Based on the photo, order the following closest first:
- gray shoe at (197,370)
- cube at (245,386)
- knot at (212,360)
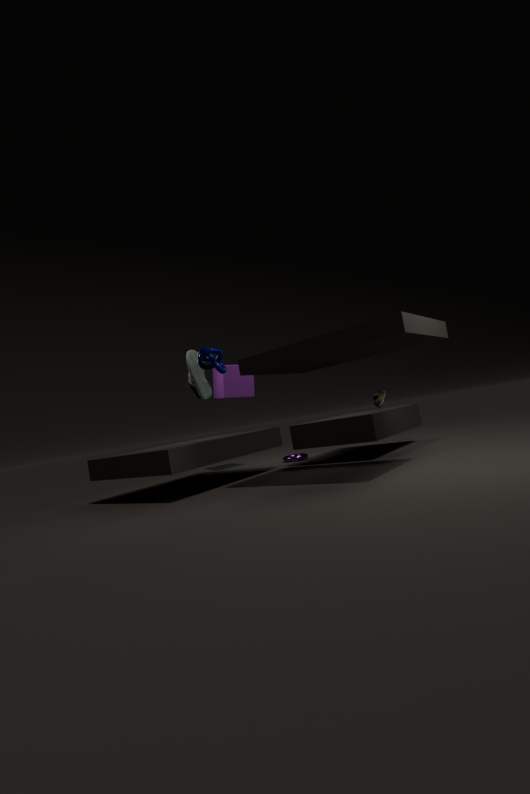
knot at (212,360) < gray shoe at (197,370) < cube at (245,386)
